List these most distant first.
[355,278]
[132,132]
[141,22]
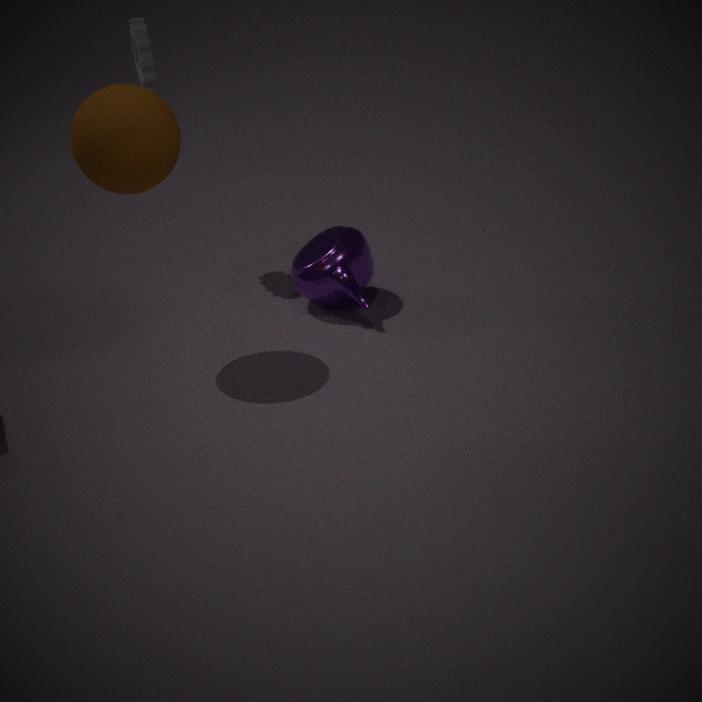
[141,22] < [355,278] < [132,132]
